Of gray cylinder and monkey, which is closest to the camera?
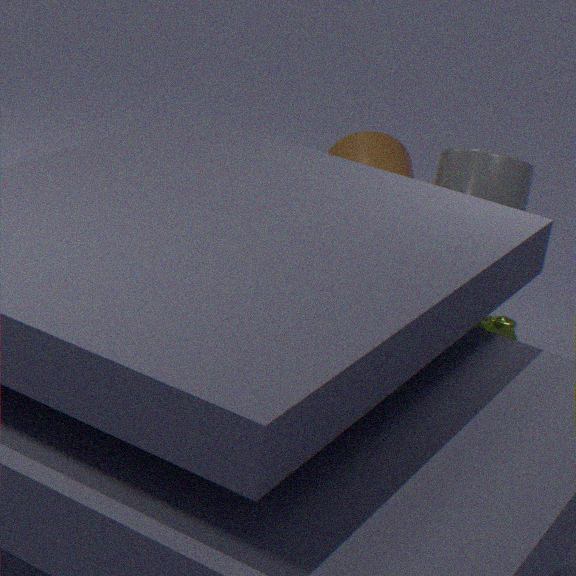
monkey
